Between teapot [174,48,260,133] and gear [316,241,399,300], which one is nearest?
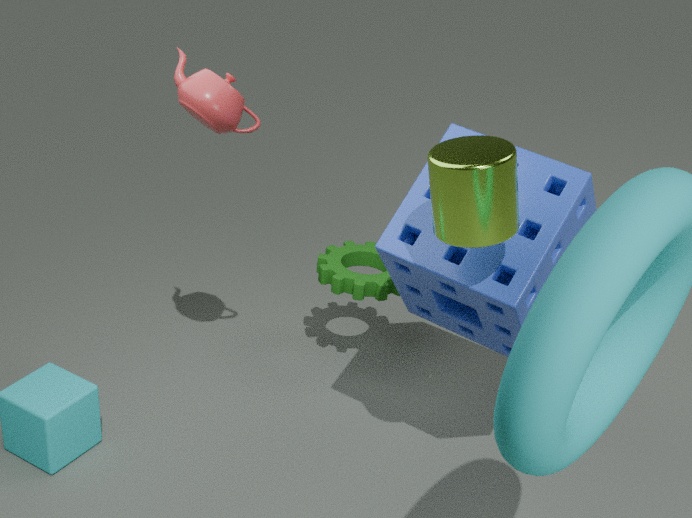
teapot [174,48,260,133]
